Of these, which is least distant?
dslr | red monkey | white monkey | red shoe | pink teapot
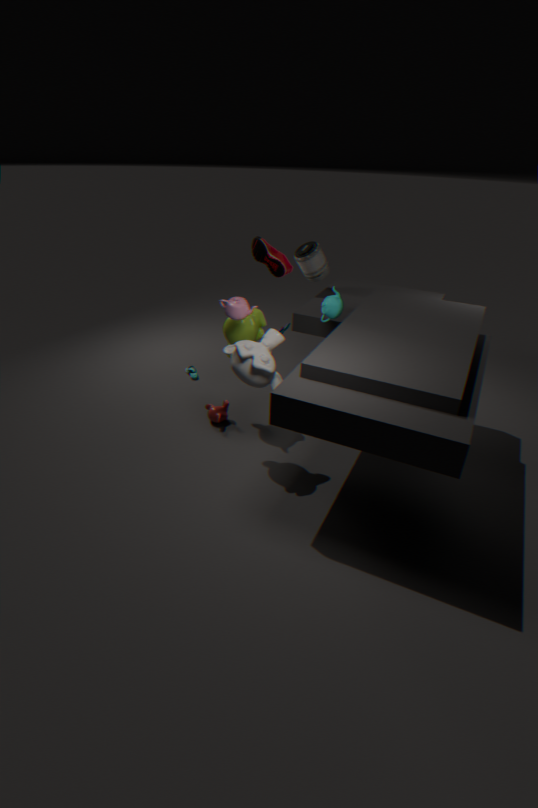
white monkey
